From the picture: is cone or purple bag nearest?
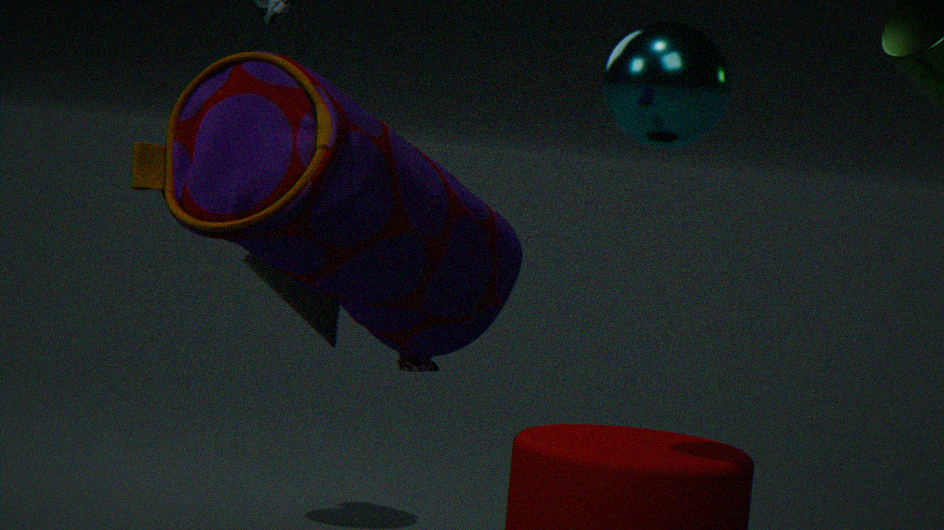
purple bag
